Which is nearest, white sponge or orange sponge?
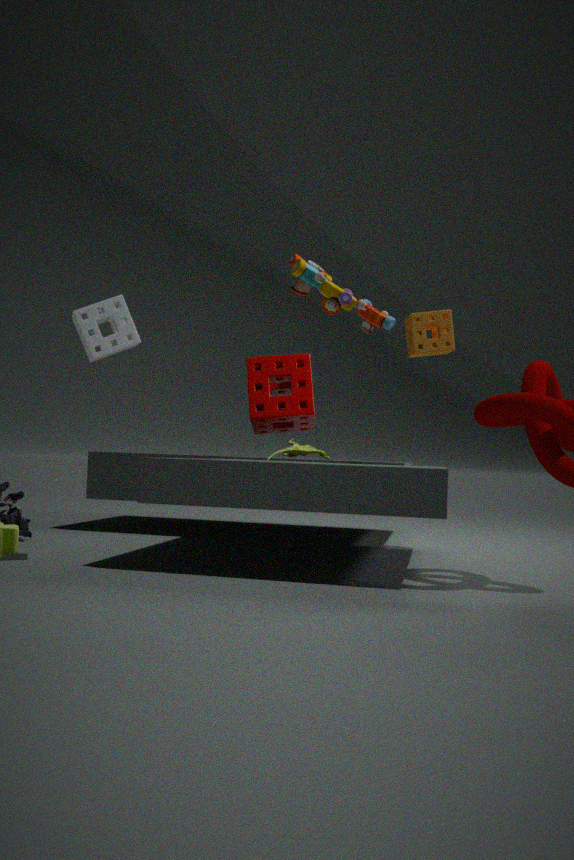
white sponge
